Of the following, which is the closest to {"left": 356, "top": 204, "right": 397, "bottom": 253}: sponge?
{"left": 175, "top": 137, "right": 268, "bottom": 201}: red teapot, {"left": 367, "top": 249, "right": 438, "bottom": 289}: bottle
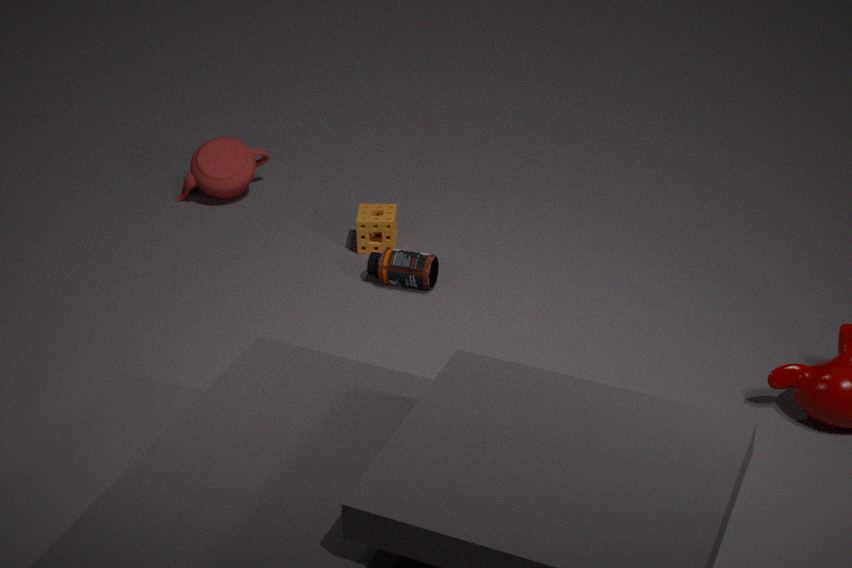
{"left": 367, "top": 249, "right": 438, "bottom": 289}: bottle
